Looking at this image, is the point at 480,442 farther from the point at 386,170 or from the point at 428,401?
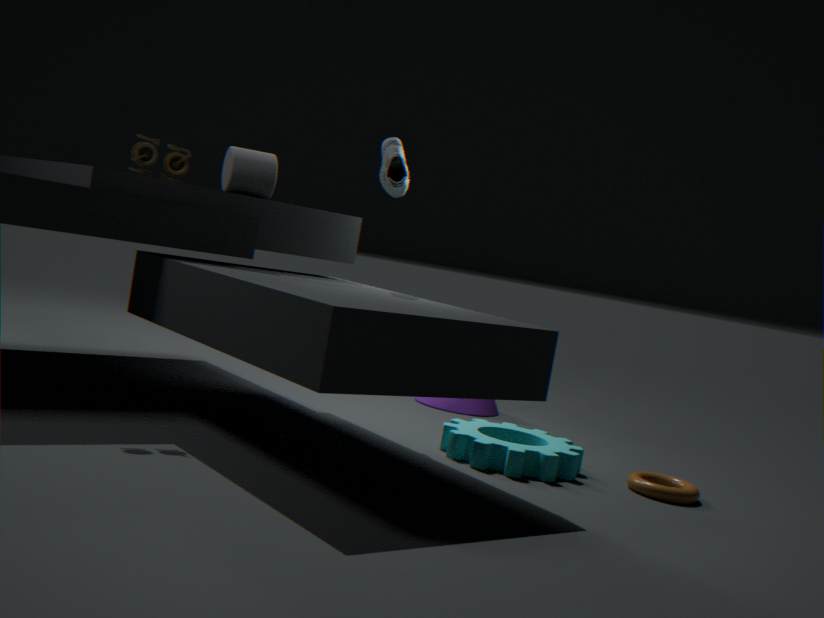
the point at 386,170
